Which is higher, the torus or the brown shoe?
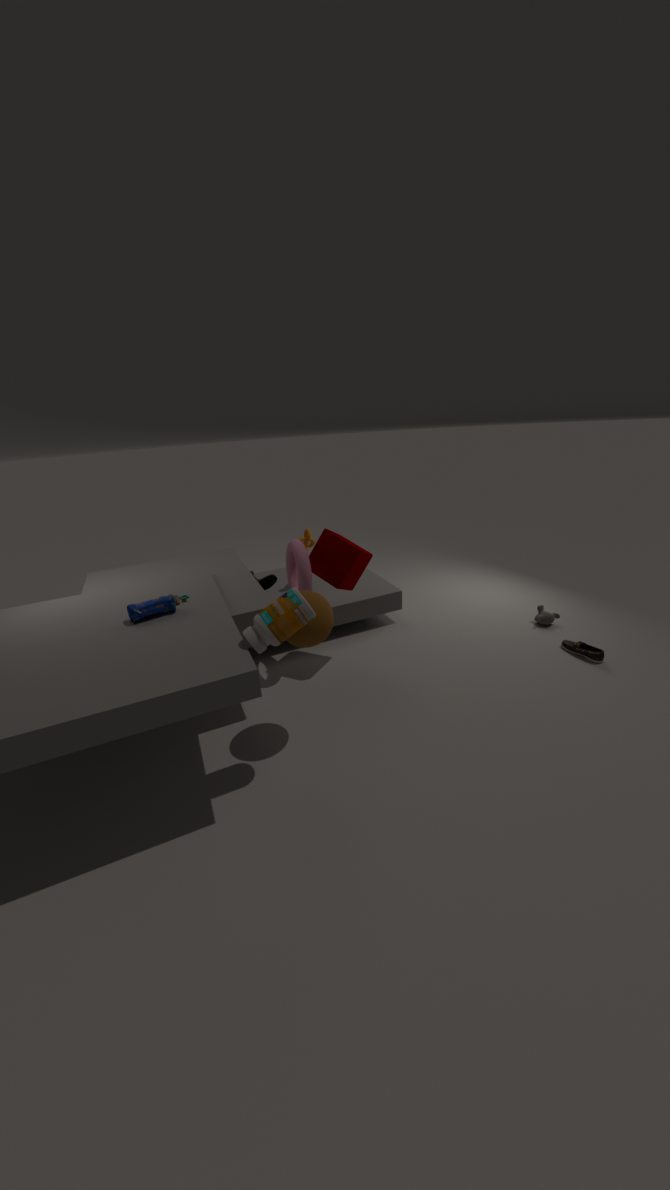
the torus
